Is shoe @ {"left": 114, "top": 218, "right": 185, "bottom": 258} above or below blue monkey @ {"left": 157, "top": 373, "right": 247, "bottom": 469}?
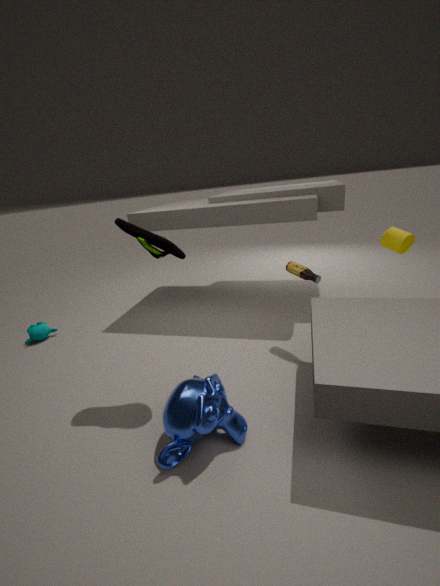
above
